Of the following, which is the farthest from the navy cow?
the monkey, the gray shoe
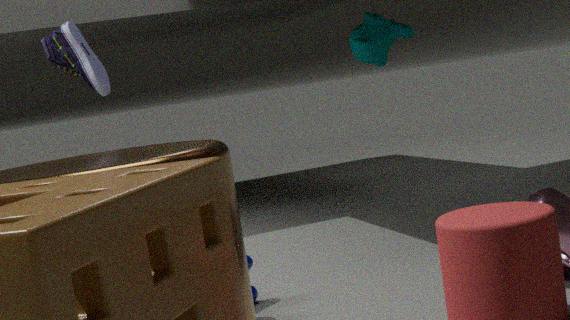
the monkey
